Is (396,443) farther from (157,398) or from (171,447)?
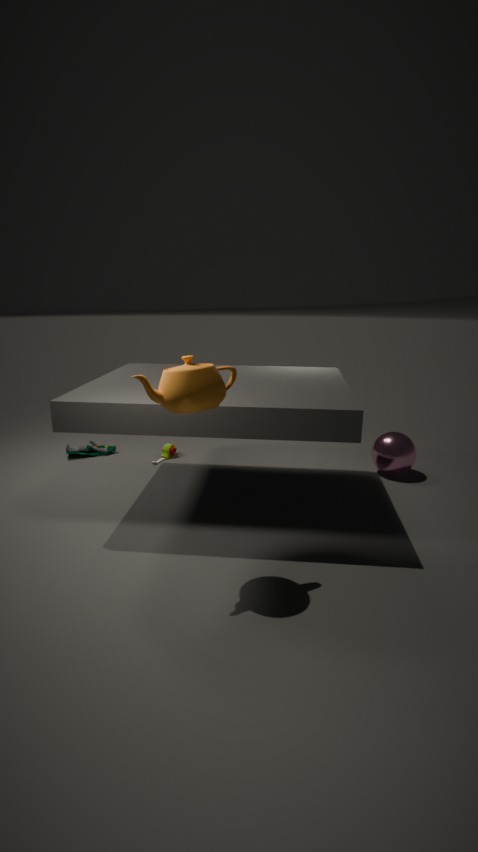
(157,398)
